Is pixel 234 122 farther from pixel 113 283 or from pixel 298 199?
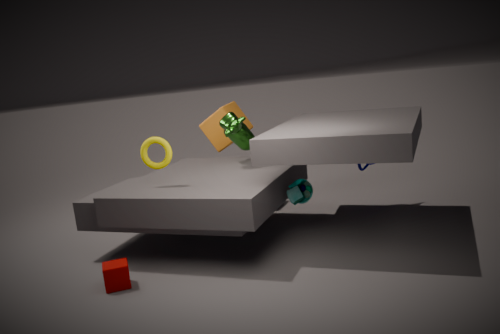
pixel 113 283
